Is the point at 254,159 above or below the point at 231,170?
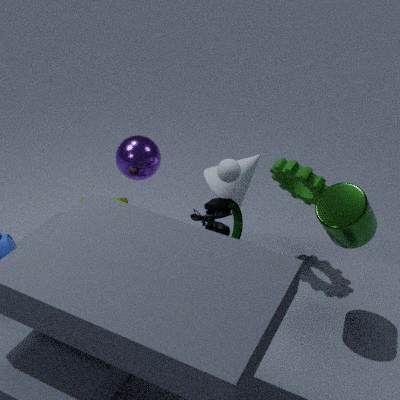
below
